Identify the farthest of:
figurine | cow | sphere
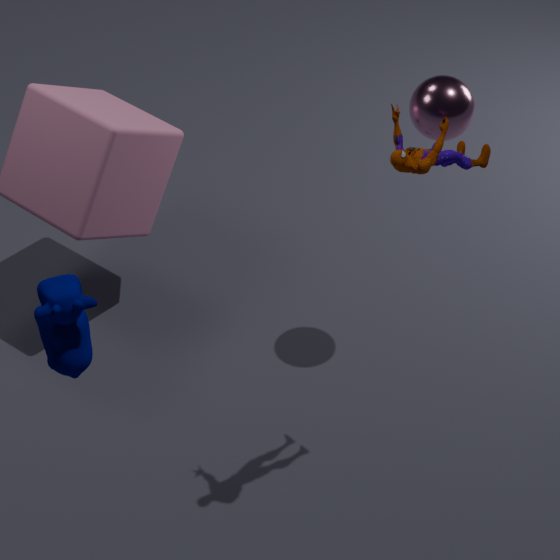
sphere
